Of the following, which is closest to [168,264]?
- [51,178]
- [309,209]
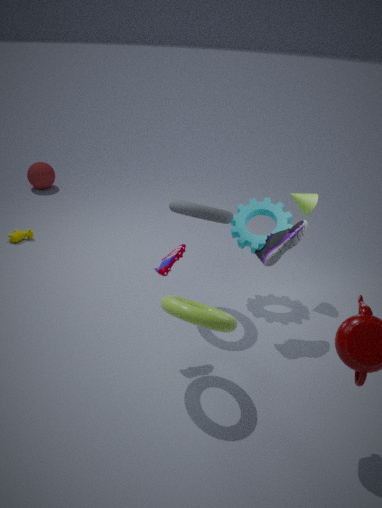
[309,209]
